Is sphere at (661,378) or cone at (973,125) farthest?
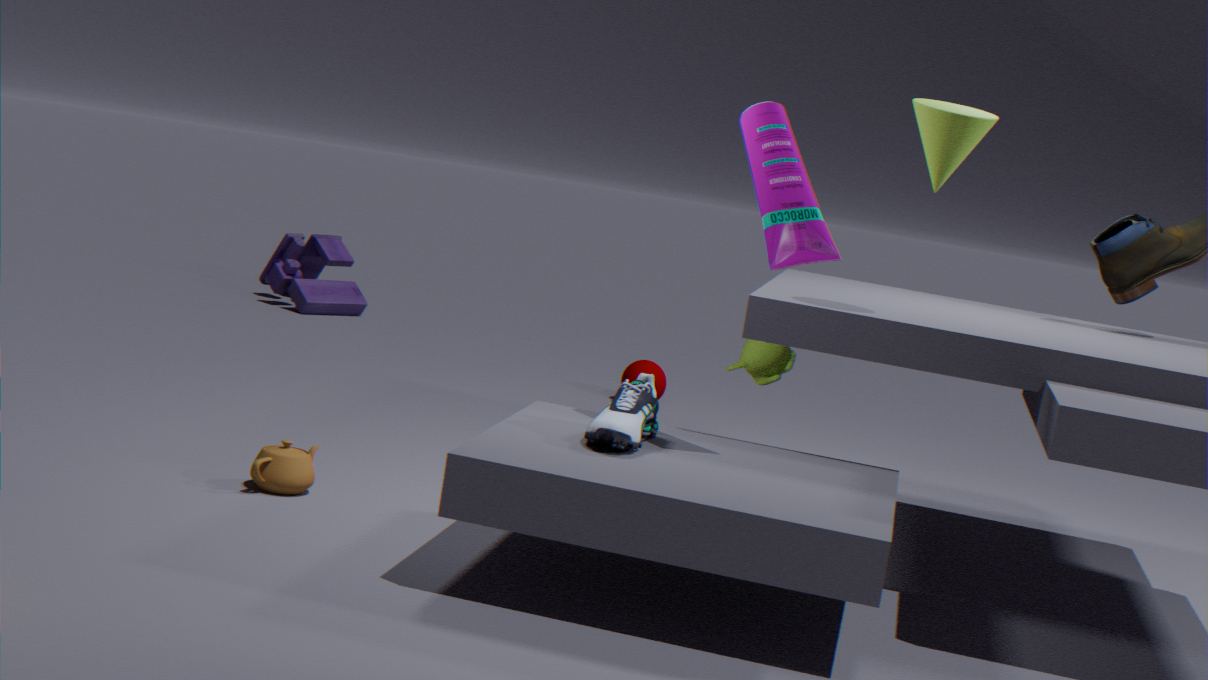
sphere at (661,378)
